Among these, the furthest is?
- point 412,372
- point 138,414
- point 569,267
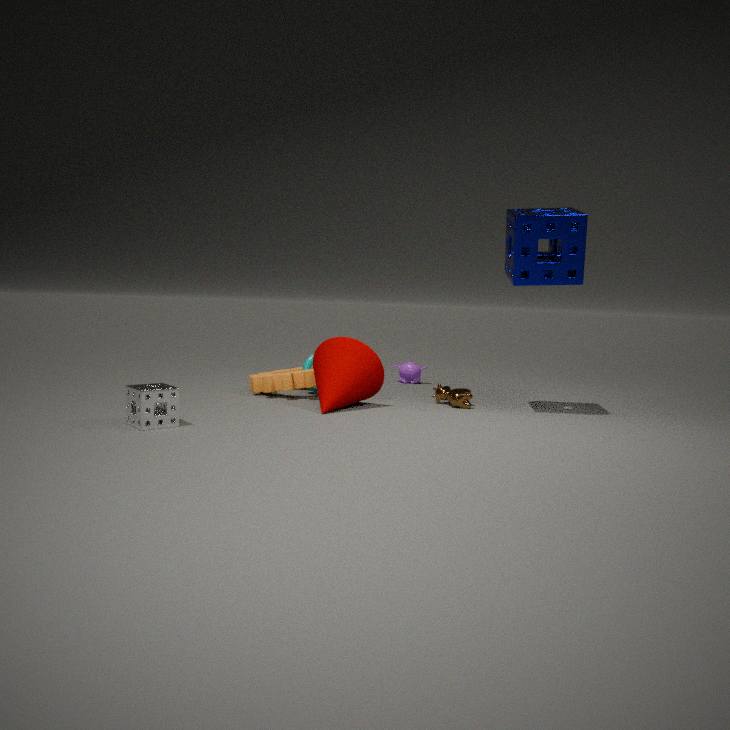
point 412,372
